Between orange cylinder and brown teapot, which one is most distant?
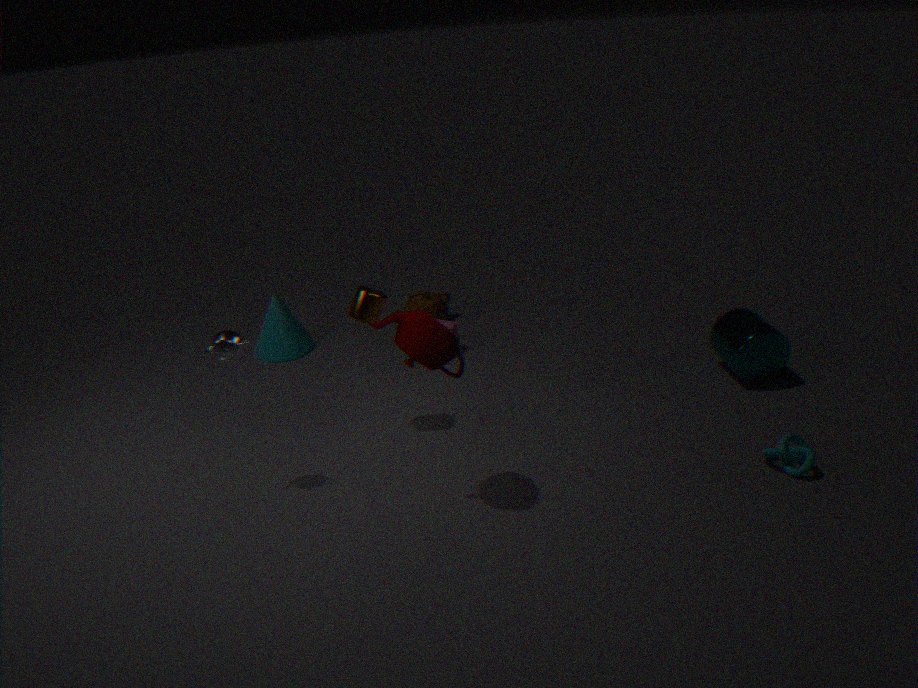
brown teapot
